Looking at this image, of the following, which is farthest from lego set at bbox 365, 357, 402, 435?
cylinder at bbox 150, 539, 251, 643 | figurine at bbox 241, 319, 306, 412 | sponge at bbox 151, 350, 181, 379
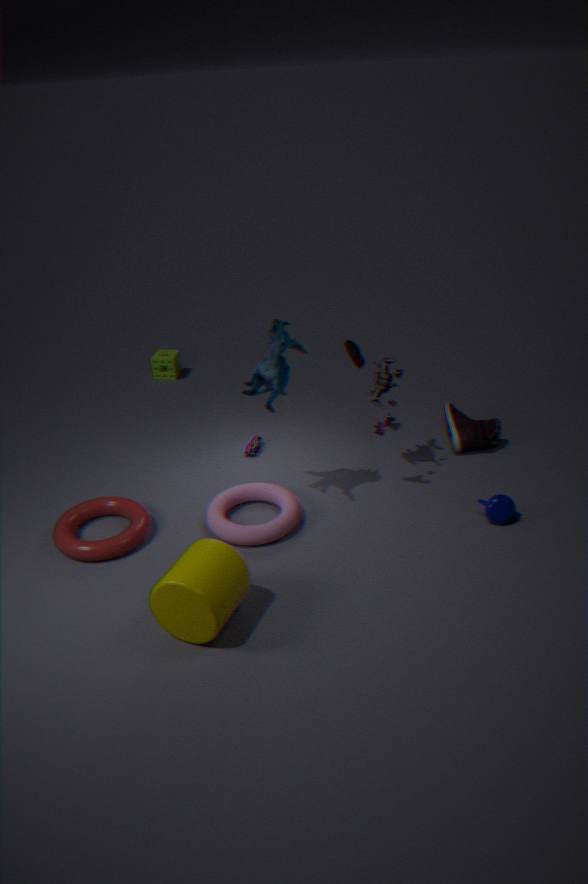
sponge at bbox 151, 350, 181, 379
